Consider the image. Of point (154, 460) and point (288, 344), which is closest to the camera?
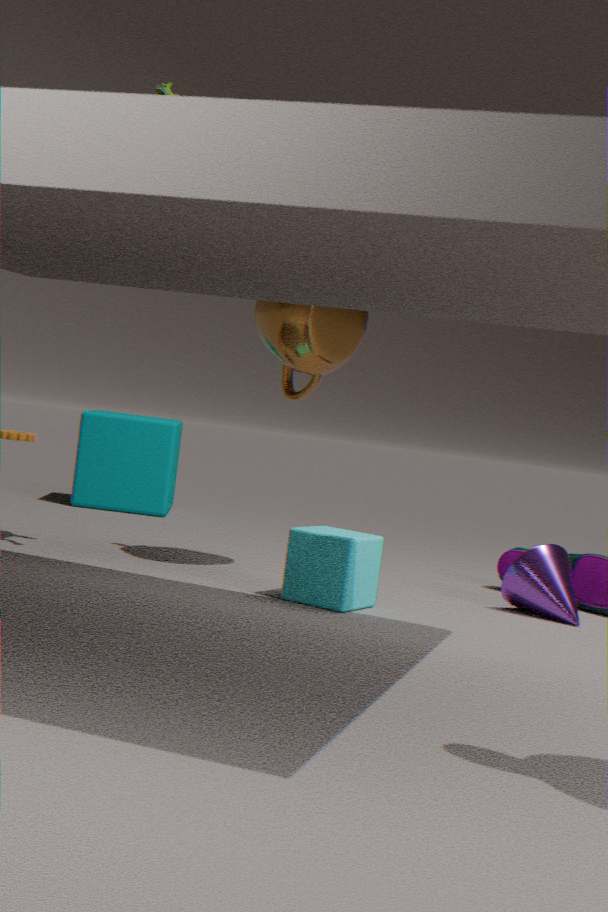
point (288, 344)
